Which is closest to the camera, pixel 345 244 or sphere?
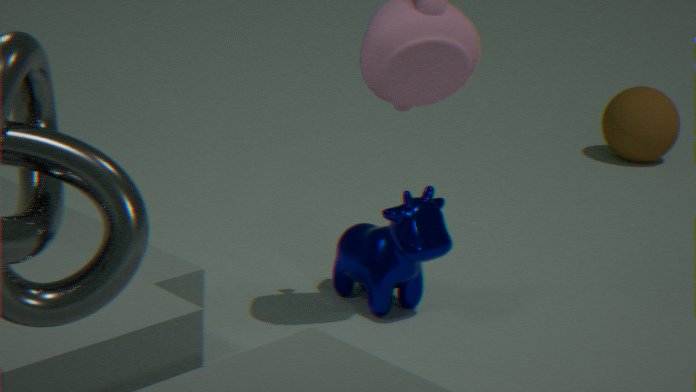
sphere
